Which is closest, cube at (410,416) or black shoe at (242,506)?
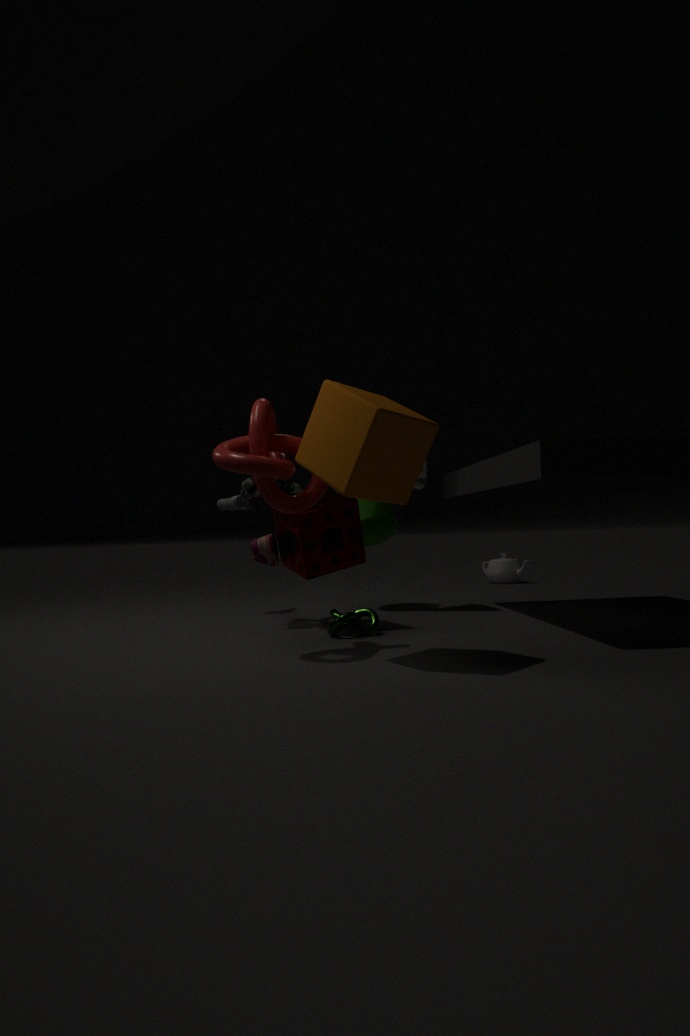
cube at (410,416)
